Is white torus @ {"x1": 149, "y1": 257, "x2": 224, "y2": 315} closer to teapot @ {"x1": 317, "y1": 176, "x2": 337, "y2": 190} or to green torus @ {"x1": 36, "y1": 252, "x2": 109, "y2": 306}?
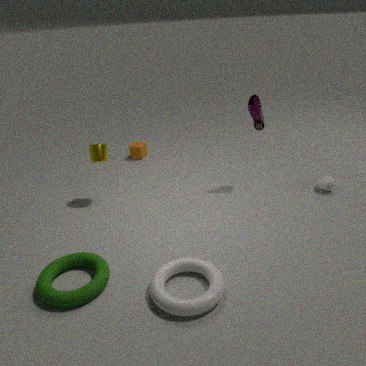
green torus @ {"x1": 36, "y1": 252, "x2": 109, "y2": 306}
